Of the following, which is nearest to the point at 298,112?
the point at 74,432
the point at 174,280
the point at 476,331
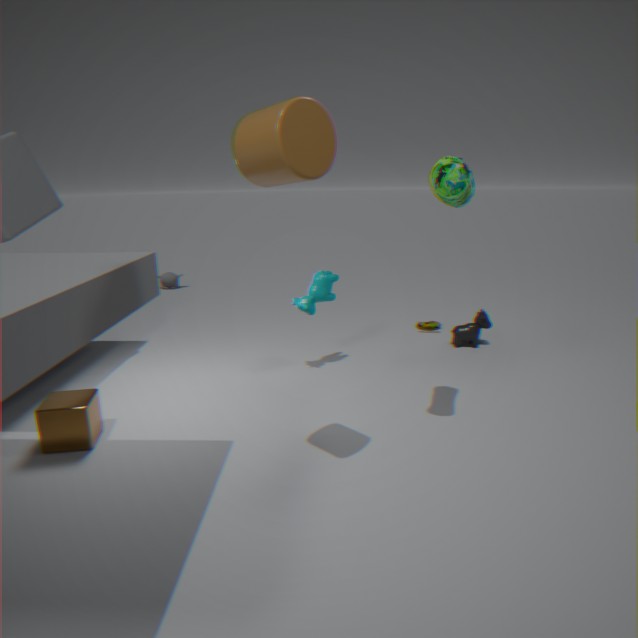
the point at 74,432
